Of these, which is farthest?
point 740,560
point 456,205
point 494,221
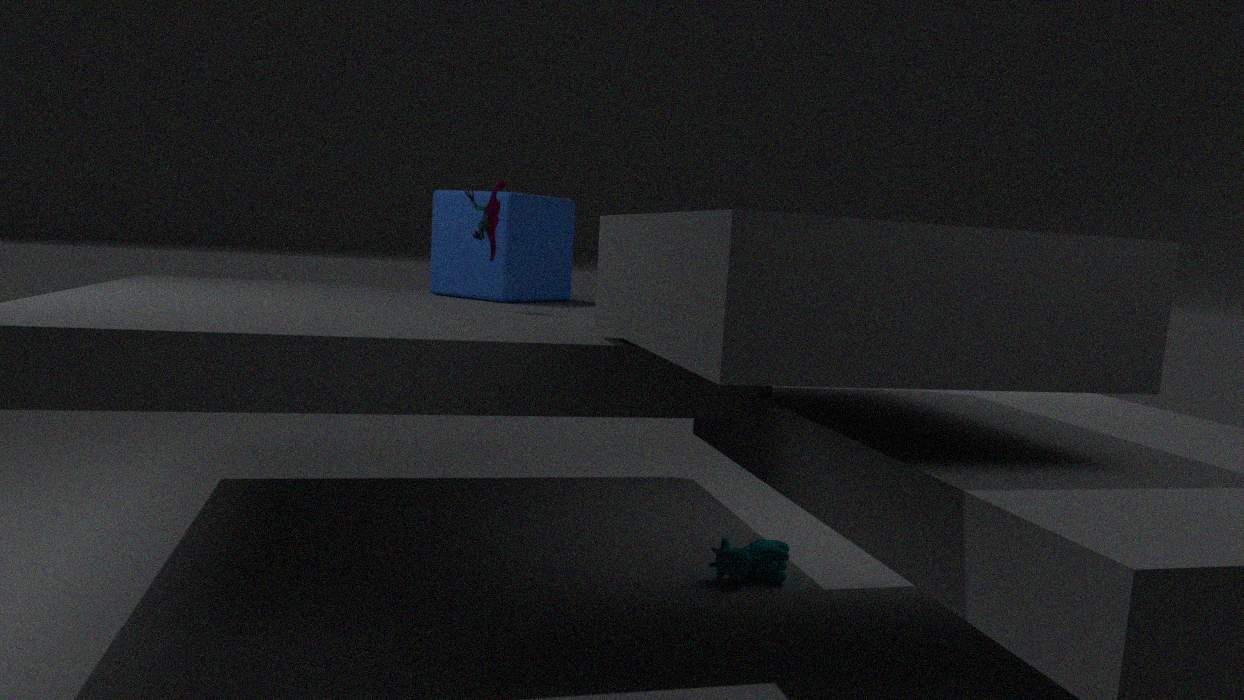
point 456,205
